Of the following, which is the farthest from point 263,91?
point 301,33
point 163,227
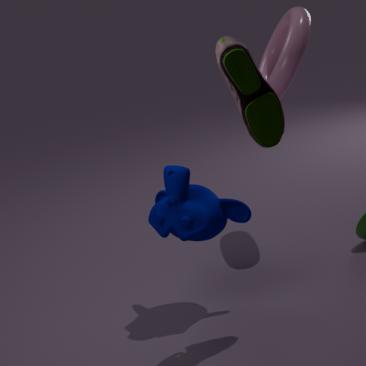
point 301,33
